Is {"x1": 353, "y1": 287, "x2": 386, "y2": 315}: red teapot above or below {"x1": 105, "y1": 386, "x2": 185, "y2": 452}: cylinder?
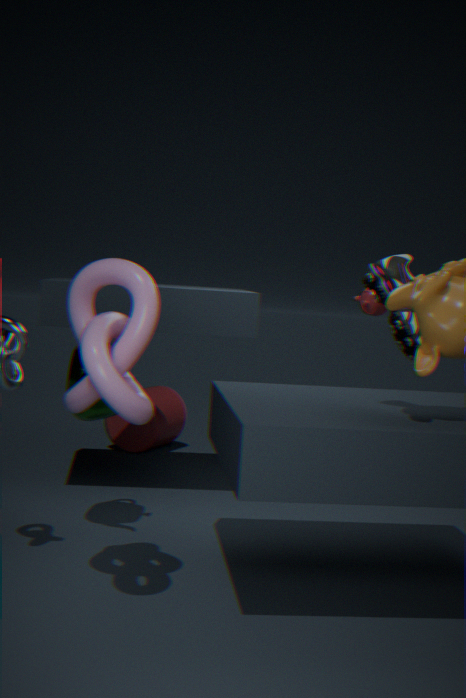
above
